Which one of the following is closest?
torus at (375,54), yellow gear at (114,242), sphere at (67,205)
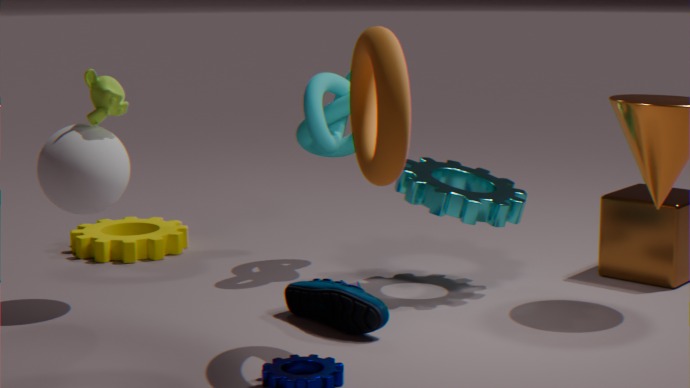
torus at (375,54)
